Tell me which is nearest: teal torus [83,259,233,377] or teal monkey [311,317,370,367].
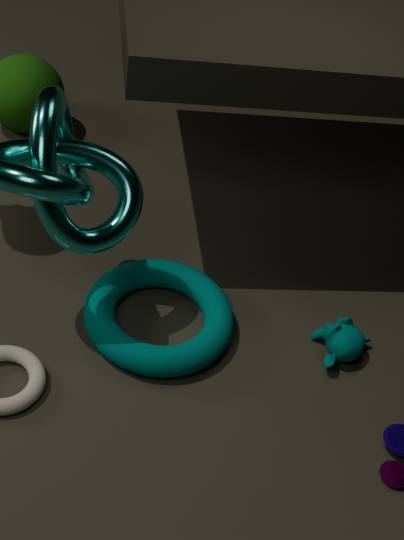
teal torus [83,259,233,377]
